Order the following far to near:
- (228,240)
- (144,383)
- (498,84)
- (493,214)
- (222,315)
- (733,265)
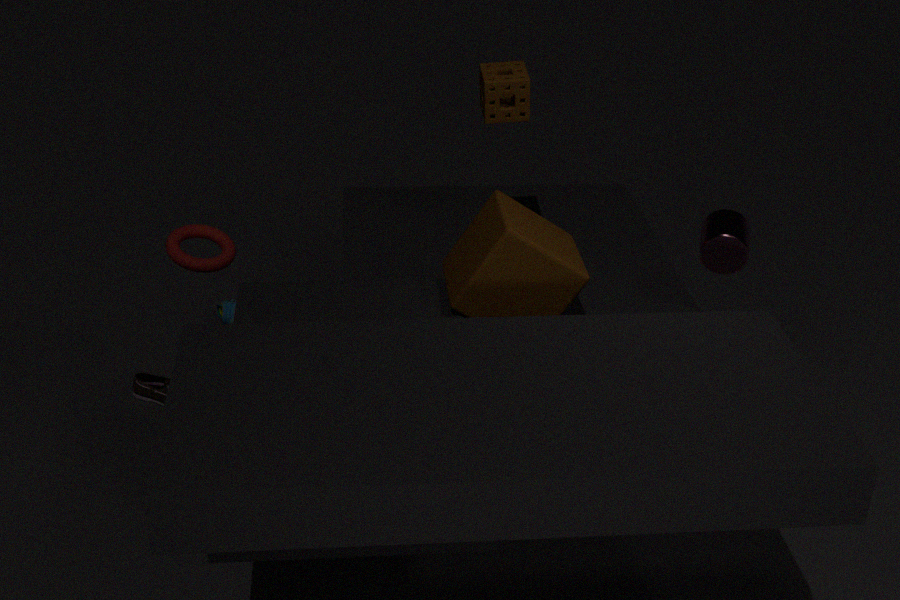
1. (222,315)
2. (144,383)
3. (228,240)
4. (498,84)
5. (733,265)
6. (493,214)
